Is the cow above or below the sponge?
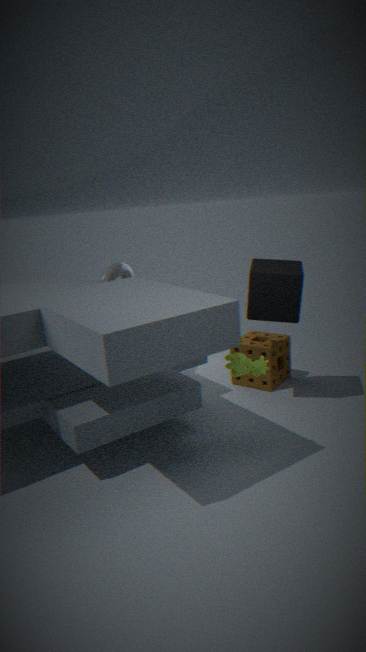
above
